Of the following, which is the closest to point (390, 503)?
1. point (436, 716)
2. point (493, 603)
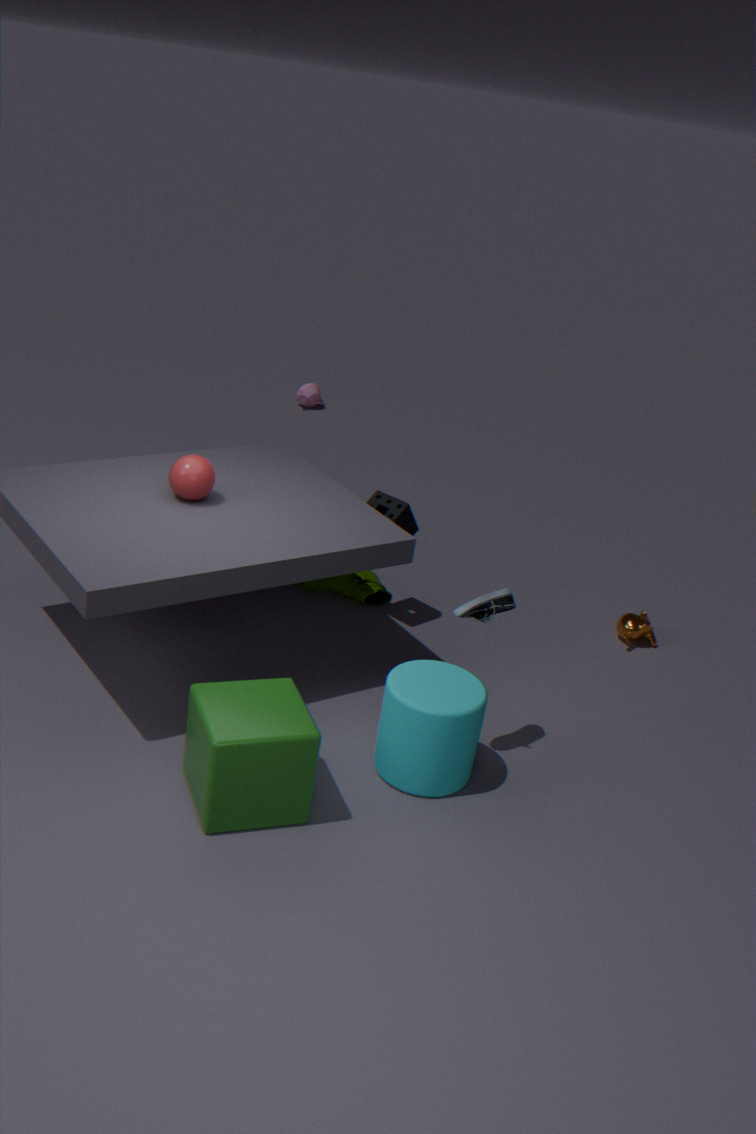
point (493, 603)
